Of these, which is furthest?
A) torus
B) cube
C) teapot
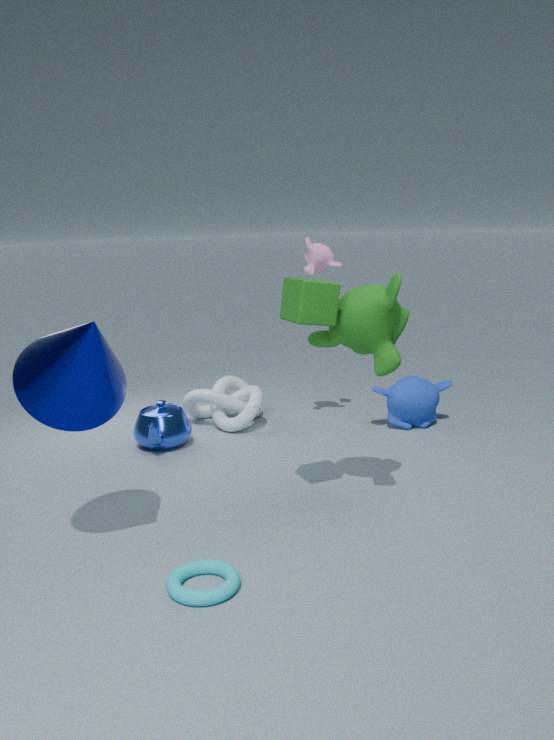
teapot
